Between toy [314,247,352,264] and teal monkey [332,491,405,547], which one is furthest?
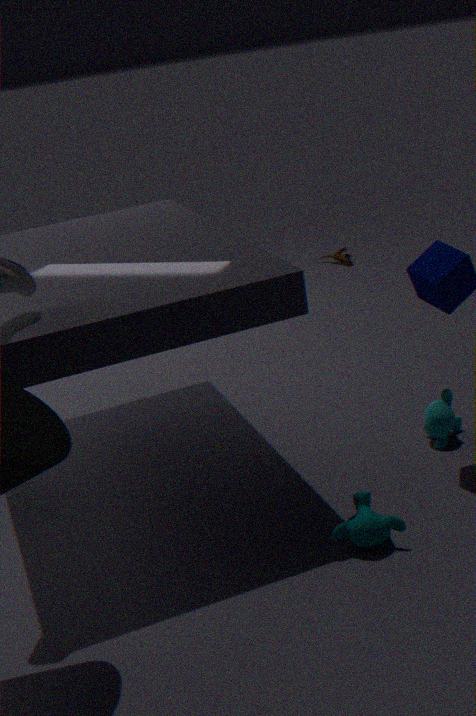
toy [314,247,352,264]
